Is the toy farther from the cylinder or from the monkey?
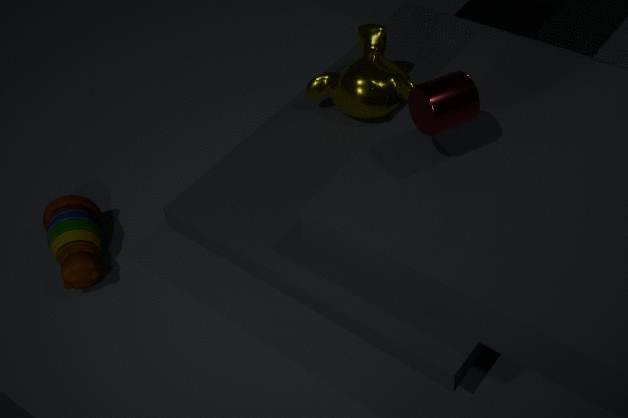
the cylinder
